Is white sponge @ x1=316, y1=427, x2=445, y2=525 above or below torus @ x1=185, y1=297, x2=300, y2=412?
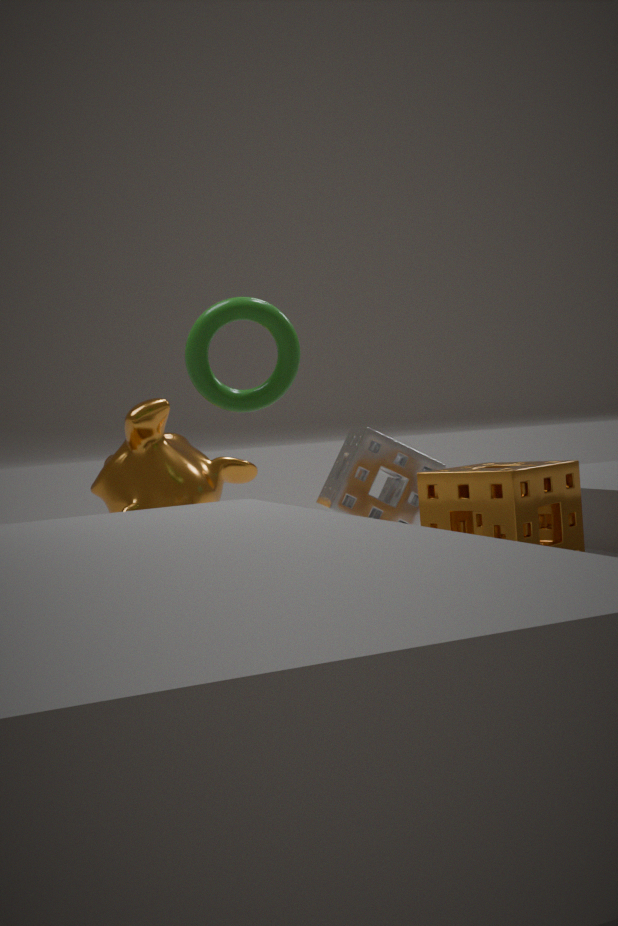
below
